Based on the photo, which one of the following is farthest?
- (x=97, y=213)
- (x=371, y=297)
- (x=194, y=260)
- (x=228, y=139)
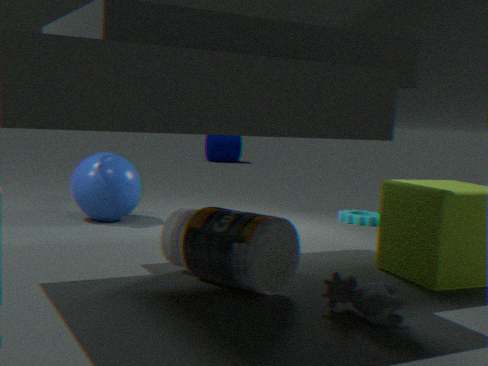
(x=228, y=139)
